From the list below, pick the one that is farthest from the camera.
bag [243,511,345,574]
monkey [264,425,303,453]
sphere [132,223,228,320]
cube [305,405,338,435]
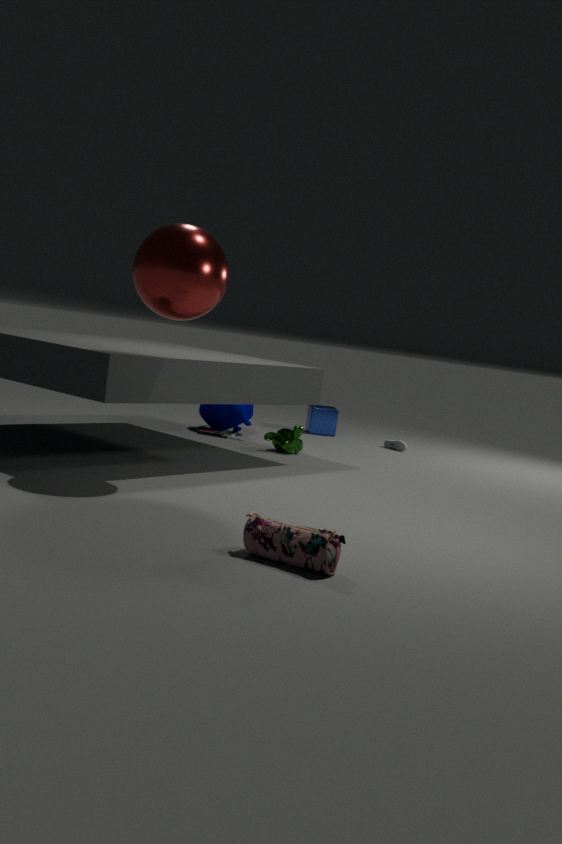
cube [305,405,338,435]
